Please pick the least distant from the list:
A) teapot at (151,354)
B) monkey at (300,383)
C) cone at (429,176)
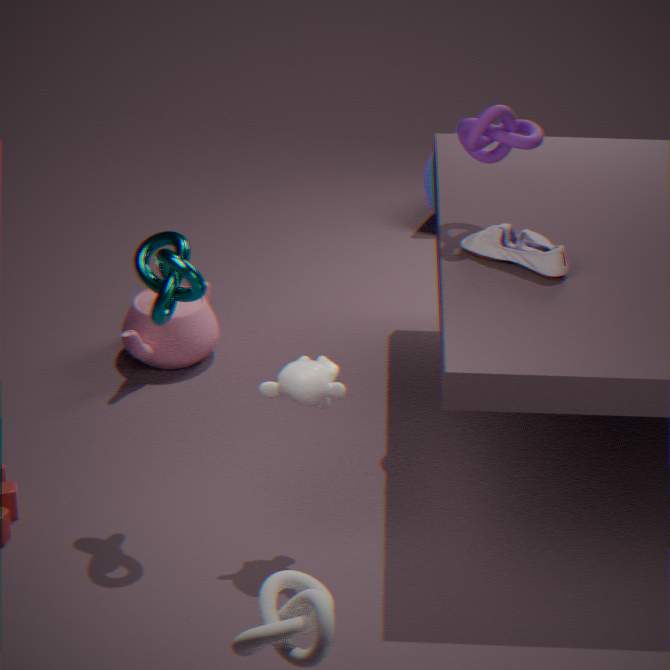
monkey at (300,383)
